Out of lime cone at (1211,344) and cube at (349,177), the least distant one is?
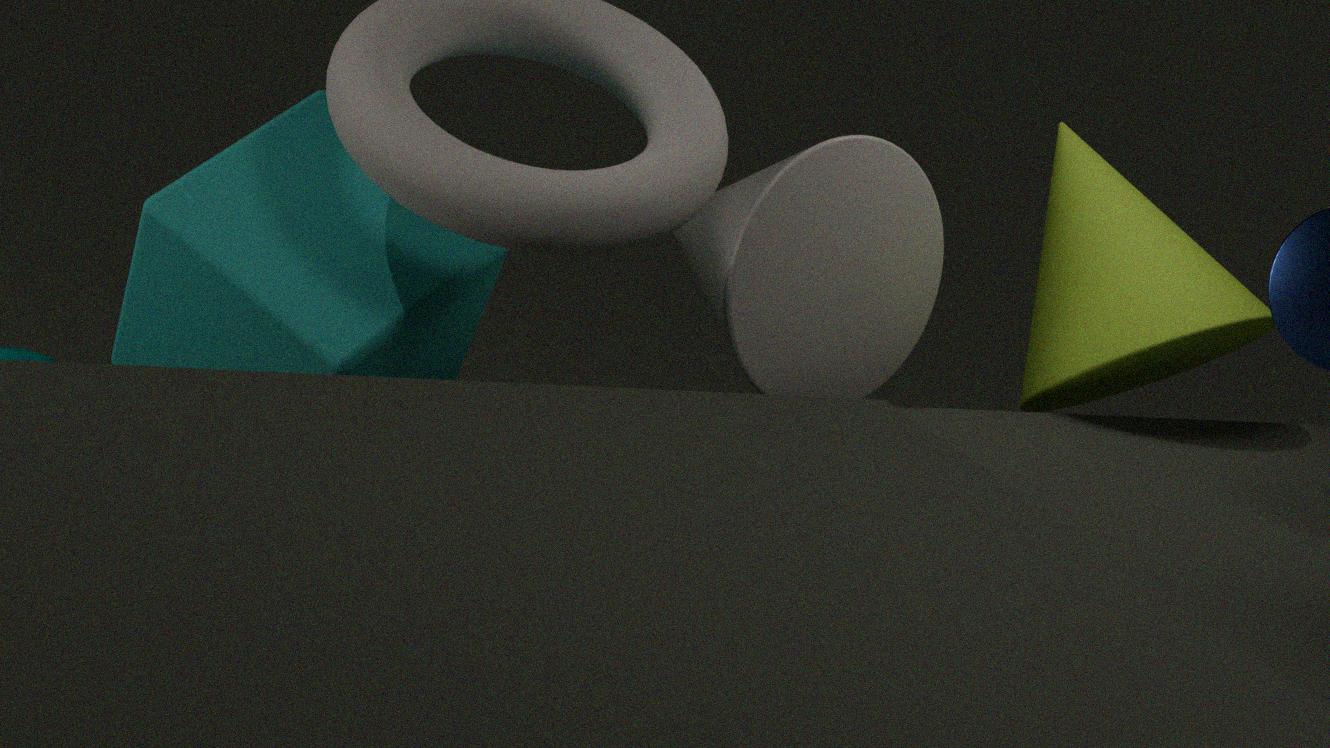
cube at (349,177)
